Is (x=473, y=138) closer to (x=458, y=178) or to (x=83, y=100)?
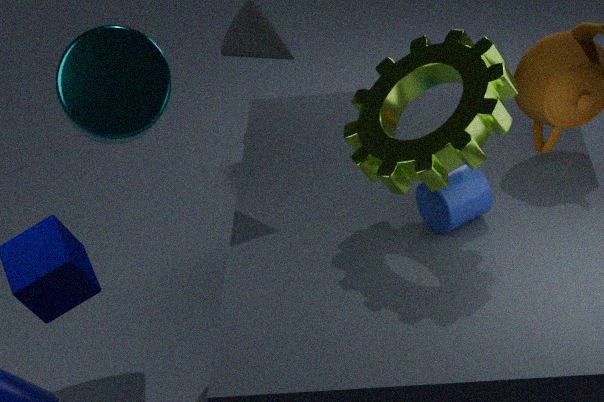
(x=458, y=178)
